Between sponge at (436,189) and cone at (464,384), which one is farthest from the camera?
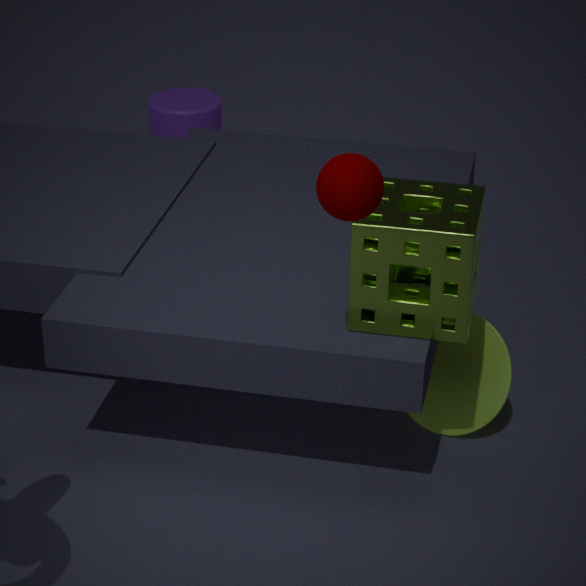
cone at (464,384)
